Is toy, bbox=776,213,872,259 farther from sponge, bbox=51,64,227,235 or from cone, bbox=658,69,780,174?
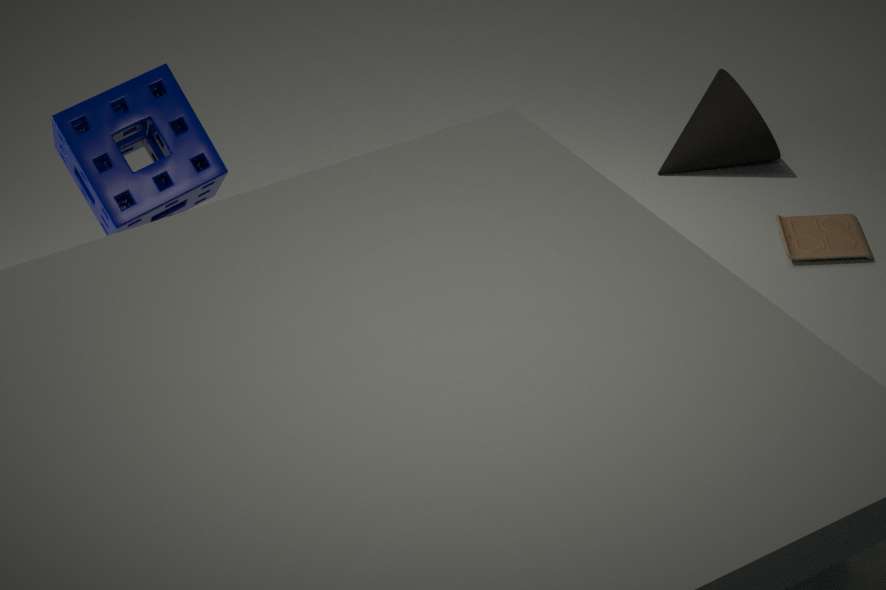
sponge, bbox=51,64,227,235
